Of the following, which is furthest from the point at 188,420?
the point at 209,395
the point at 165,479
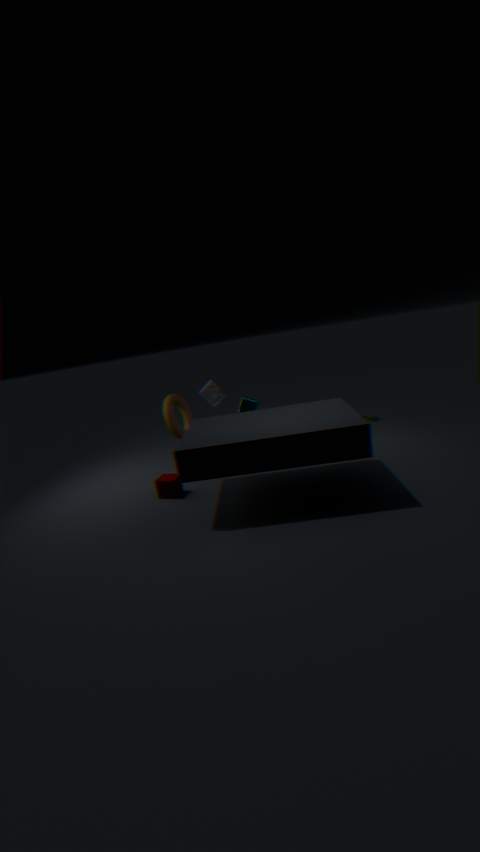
the point at 165,479
